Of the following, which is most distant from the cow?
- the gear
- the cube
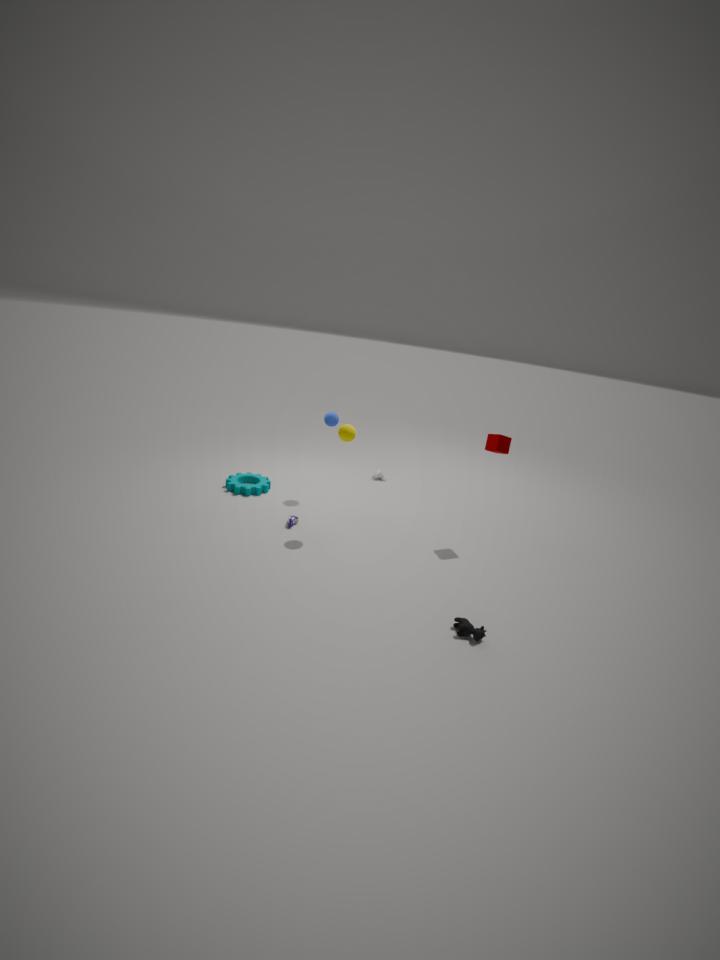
the gear
